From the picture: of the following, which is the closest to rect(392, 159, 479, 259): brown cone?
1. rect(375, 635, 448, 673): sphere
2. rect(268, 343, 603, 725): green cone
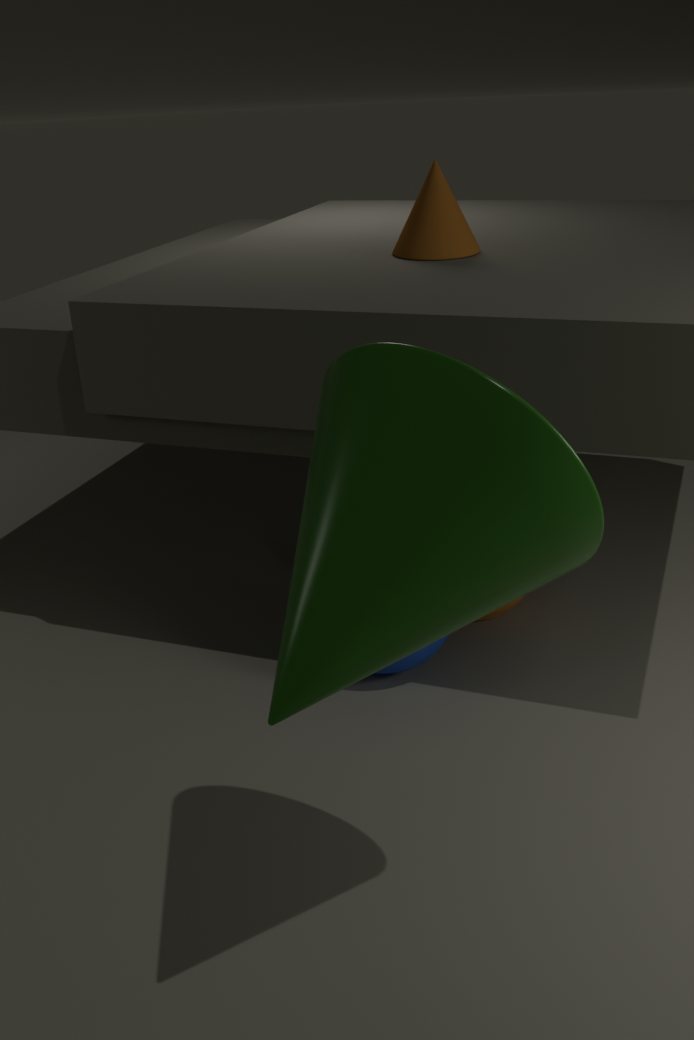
rect(375, 635, 448, 673): sphere
